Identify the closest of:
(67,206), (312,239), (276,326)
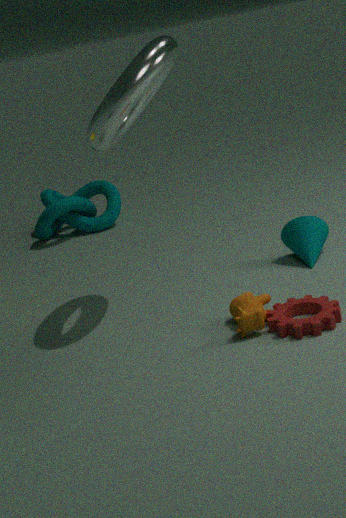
(276,326)
